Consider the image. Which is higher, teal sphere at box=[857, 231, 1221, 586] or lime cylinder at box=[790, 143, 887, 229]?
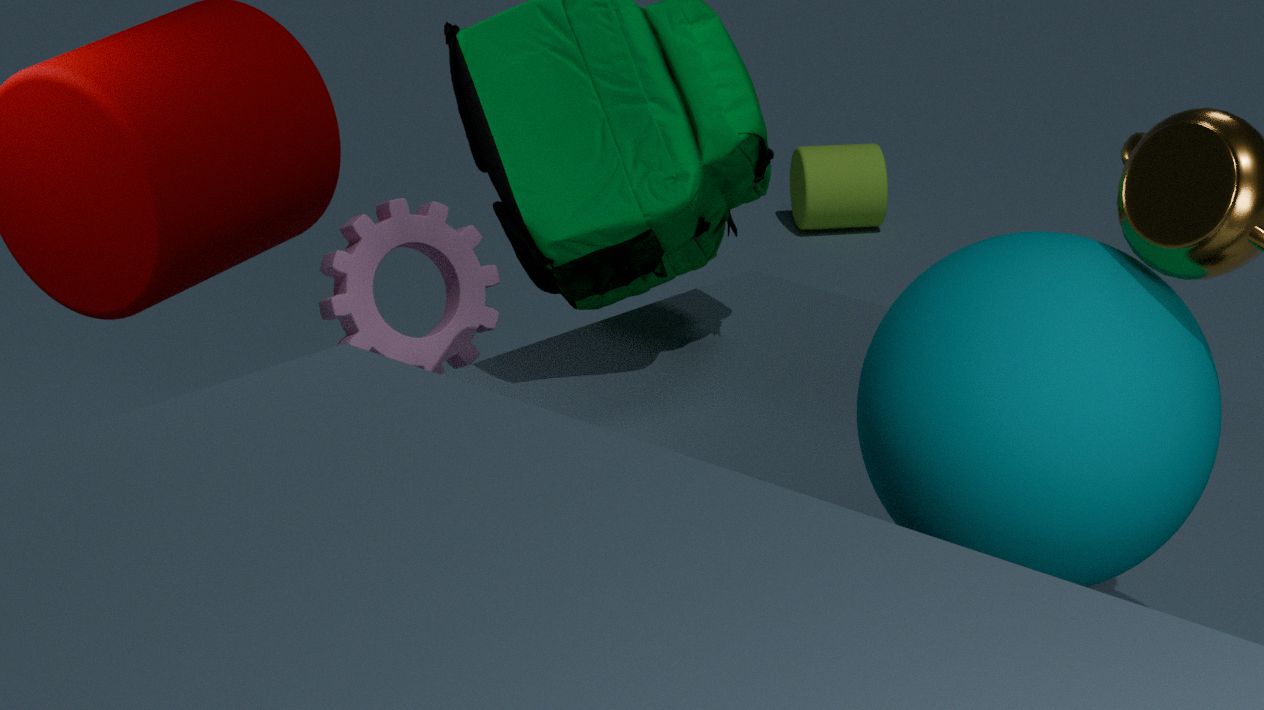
teal sphere at box=[857, 231, 1221, 586]
